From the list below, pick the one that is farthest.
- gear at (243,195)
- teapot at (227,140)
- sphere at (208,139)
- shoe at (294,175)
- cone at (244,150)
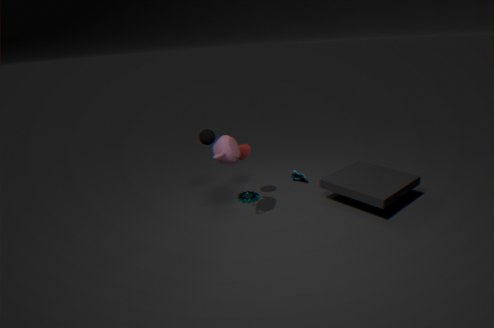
shoe at (294,175)
